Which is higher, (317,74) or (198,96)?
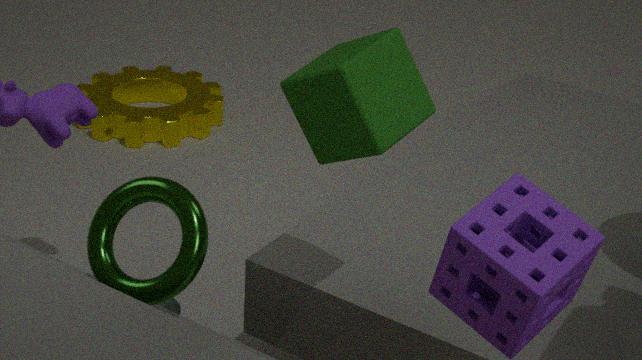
(317,74)
